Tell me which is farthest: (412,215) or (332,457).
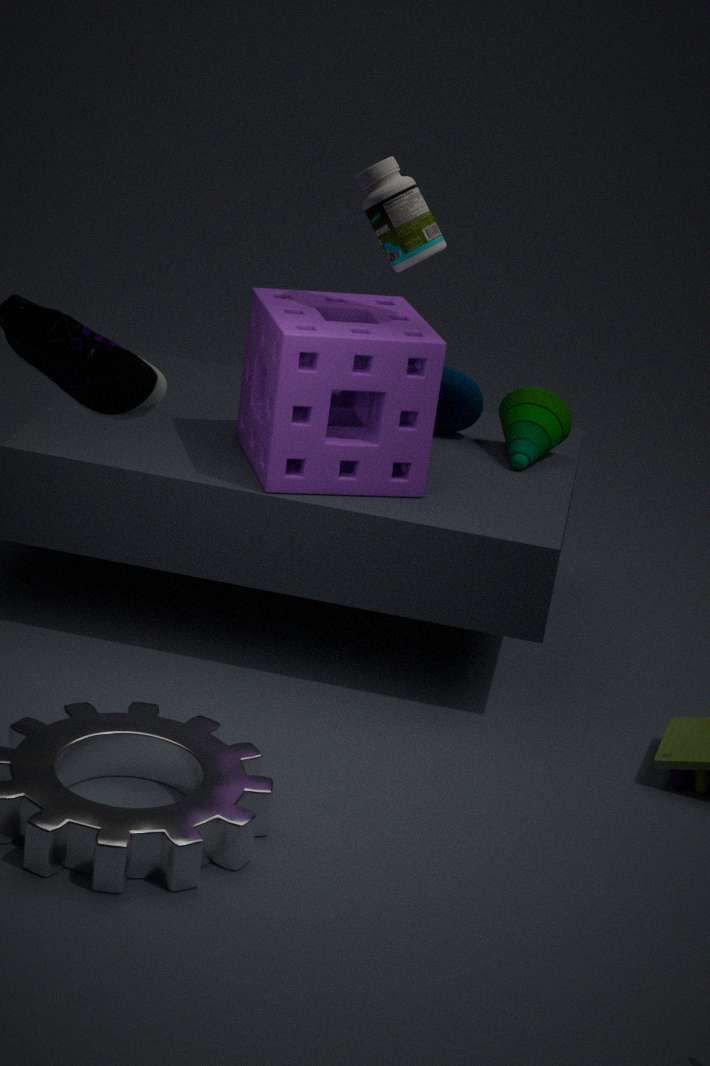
(332,457)
